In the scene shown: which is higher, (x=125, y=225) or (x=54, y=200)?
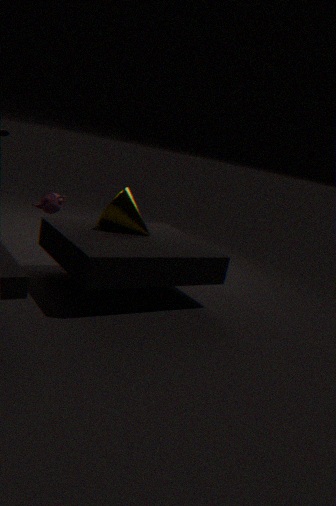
(x=54, y=200)
